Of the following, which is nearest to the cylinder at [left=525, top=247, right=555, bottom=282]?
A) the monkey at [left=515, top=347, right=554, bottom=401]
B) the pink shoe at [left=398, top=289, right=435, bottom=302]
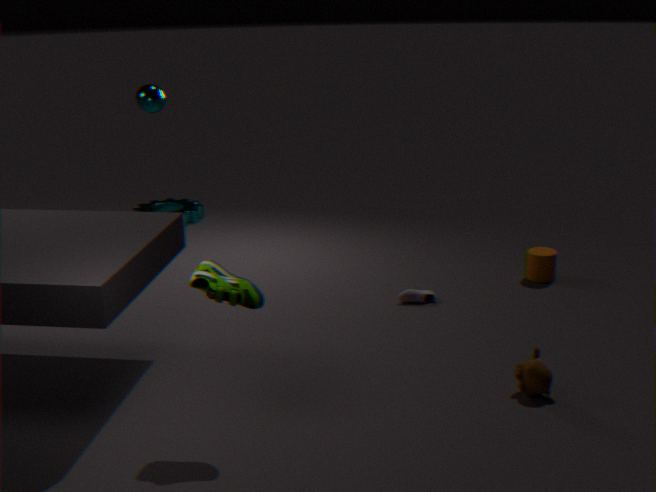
the pink shoe at [left=398, top=289, right=435, bottom=302]
